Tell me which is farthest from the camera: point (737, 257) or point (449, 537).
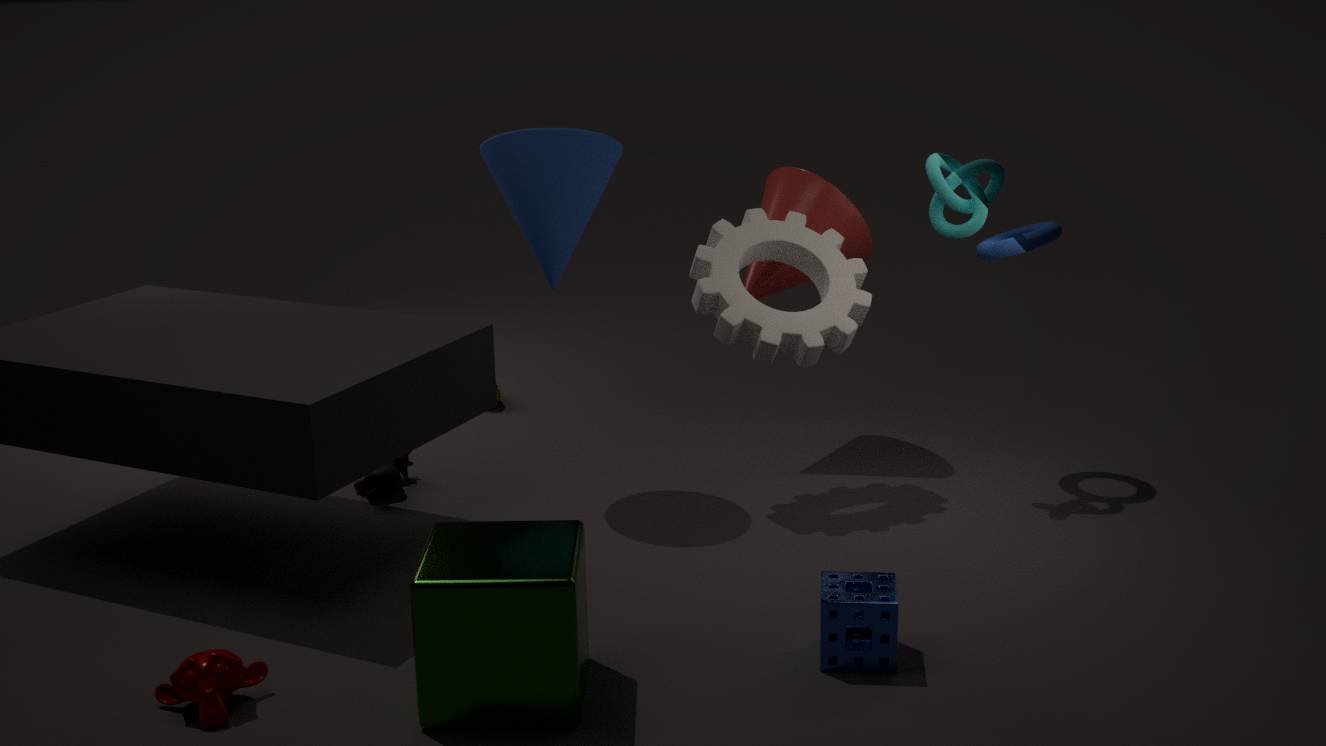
point (737, 257)
